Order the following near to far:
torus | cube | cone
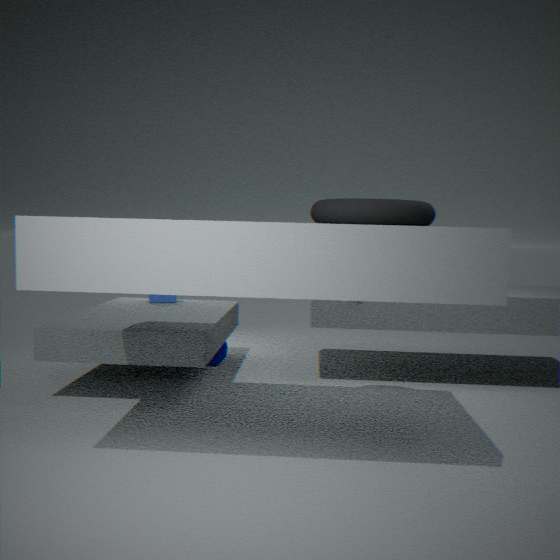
torus, cone, cube
